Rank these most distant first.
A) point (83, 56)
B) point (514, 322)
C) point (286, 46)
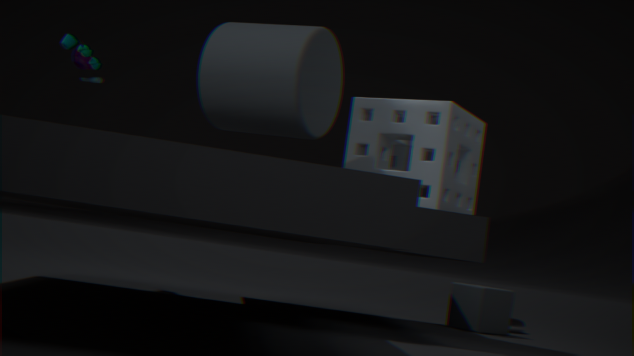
point (514, 322) → point (83, 56) → point (286, 46)
